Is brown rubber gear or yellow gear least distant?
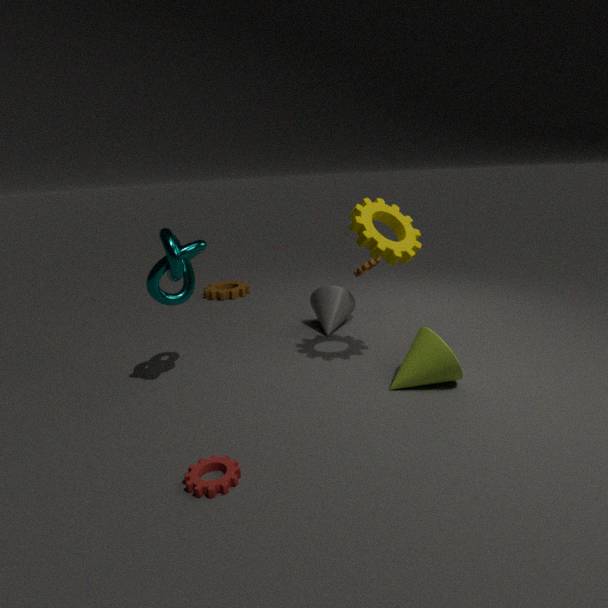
yellow gear
